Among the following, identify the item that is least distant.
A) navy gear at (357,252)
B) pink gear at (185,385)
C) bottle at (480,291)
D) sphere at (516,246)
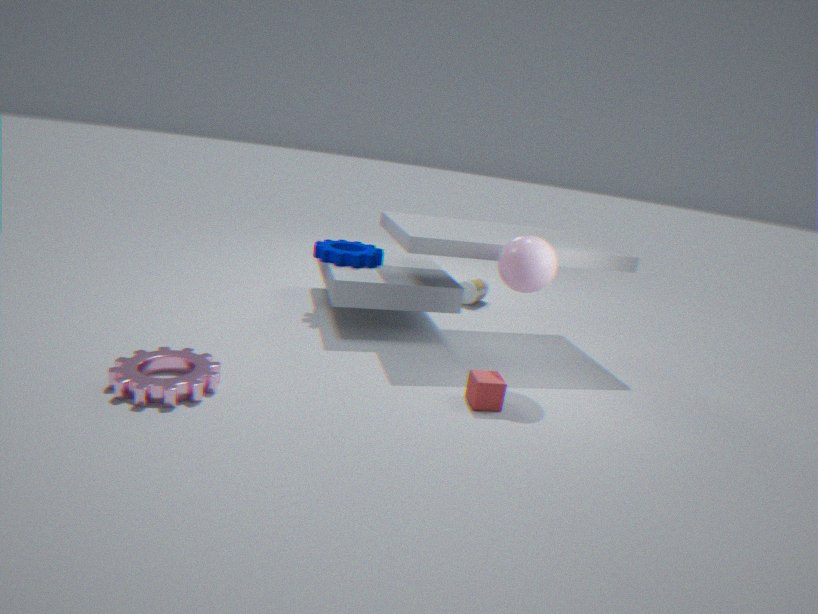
pink gear at (185,385)
